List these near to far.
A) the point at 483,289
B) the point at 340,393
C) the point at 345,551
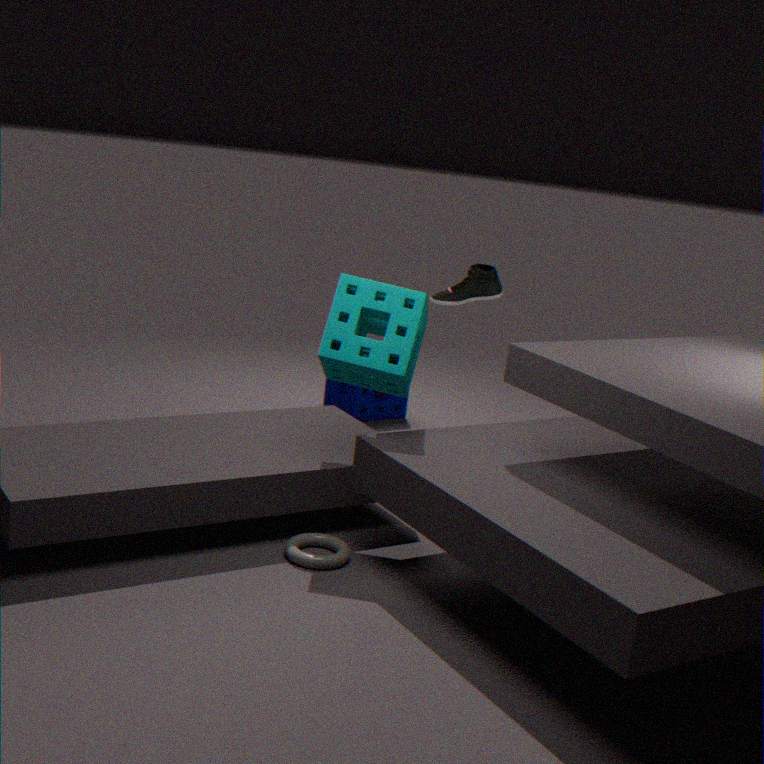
the point at 345,551, the point at 483,289, the point at 340,393
